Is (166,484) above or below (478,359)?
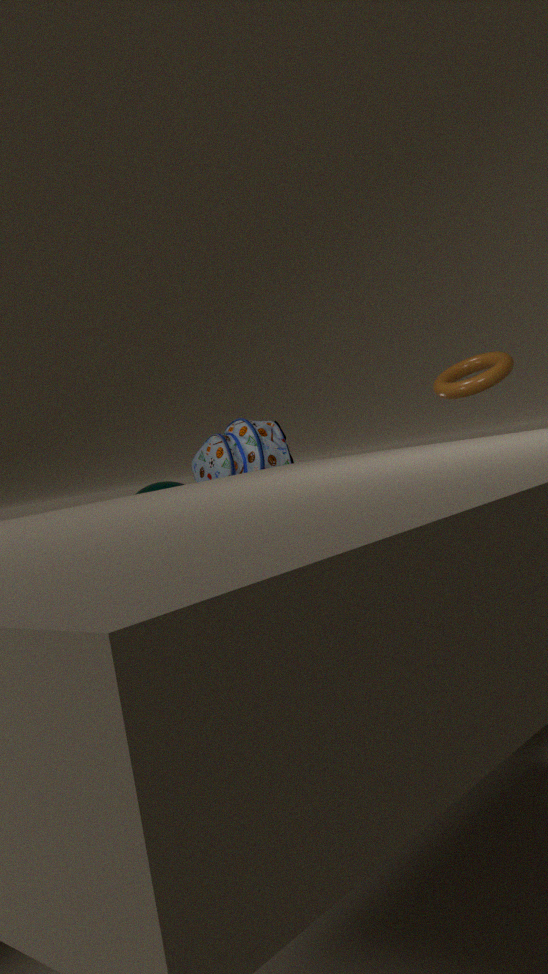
below
